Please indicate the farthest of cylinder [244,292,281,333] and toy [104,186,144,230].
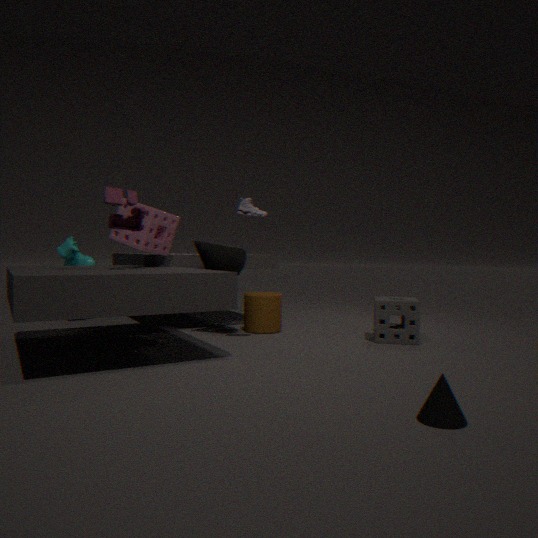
cylinder [244,292,281,333]
